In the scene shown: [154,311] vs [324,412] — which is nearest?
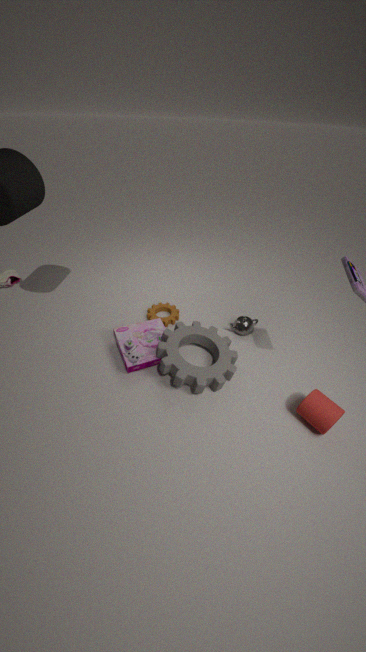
[324,412]
